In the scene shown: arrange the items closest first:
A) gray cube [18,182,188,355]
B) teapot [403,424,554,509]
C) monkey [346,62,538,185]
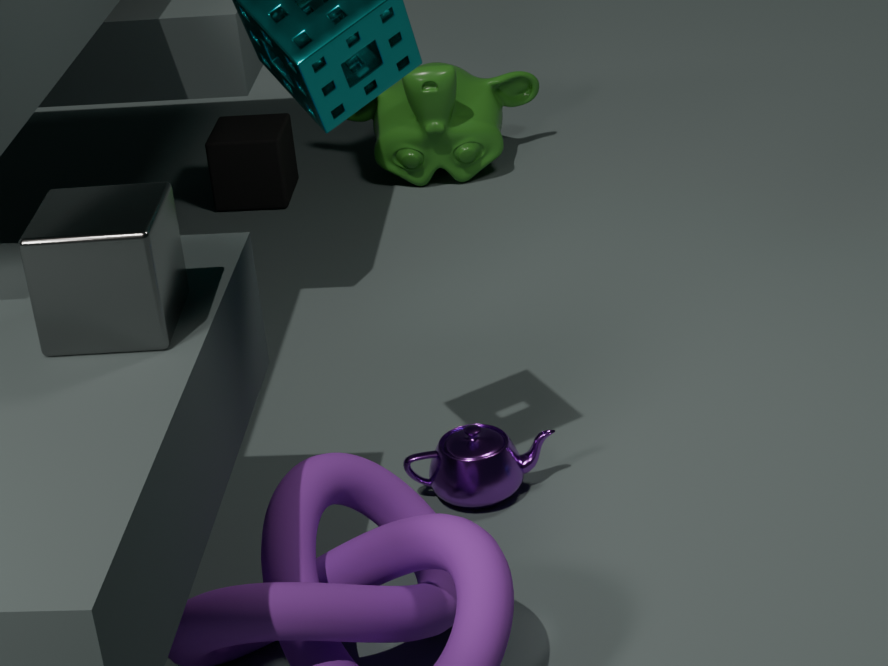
gray cube [18,182,188,355] < teapot [403,424,554,509] < monkey [346,62,538,185]
